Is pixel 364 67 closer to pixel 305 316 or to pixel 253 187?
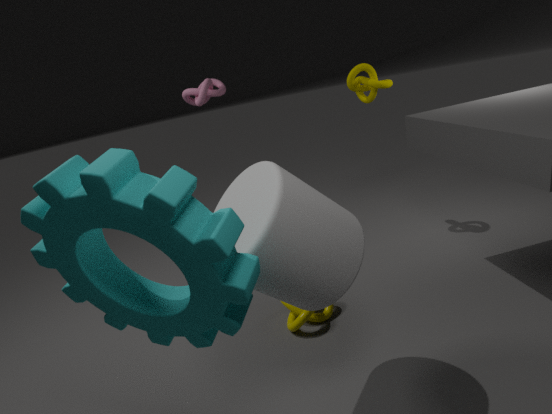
pixel 305 316
